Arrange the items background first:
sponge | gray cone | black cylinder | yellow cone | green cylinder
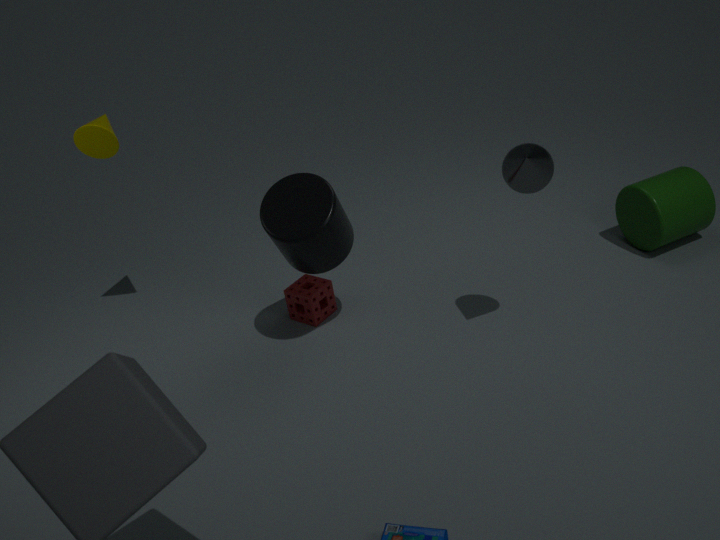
1. sponge
2. green cylinder
3. yellow cone
4. black cylinder
5. gray cone
